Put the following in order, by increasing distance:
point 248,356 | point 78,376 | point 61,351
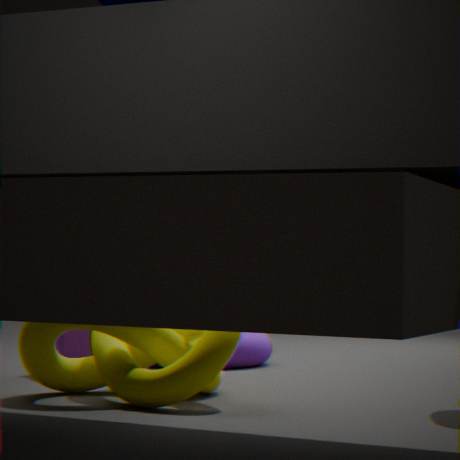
point 78,376, point 61,351, point 248,356
